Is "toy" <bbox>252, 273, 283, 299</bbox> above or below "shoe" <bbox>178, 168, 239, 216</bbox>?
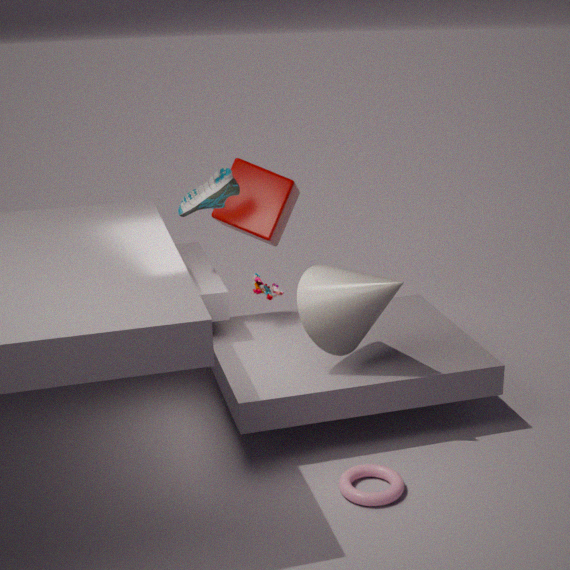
below
